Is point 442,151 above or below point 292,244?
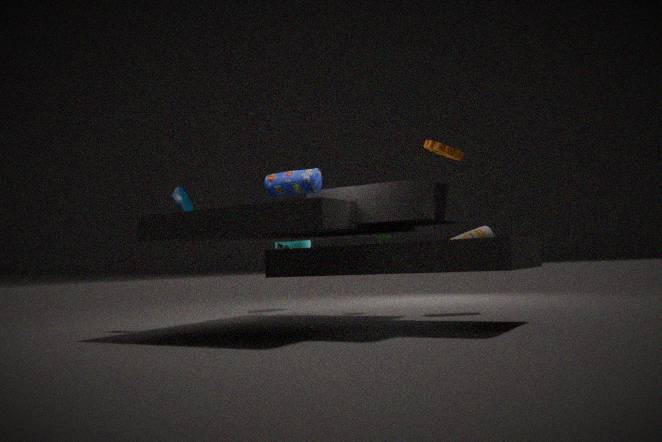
above
